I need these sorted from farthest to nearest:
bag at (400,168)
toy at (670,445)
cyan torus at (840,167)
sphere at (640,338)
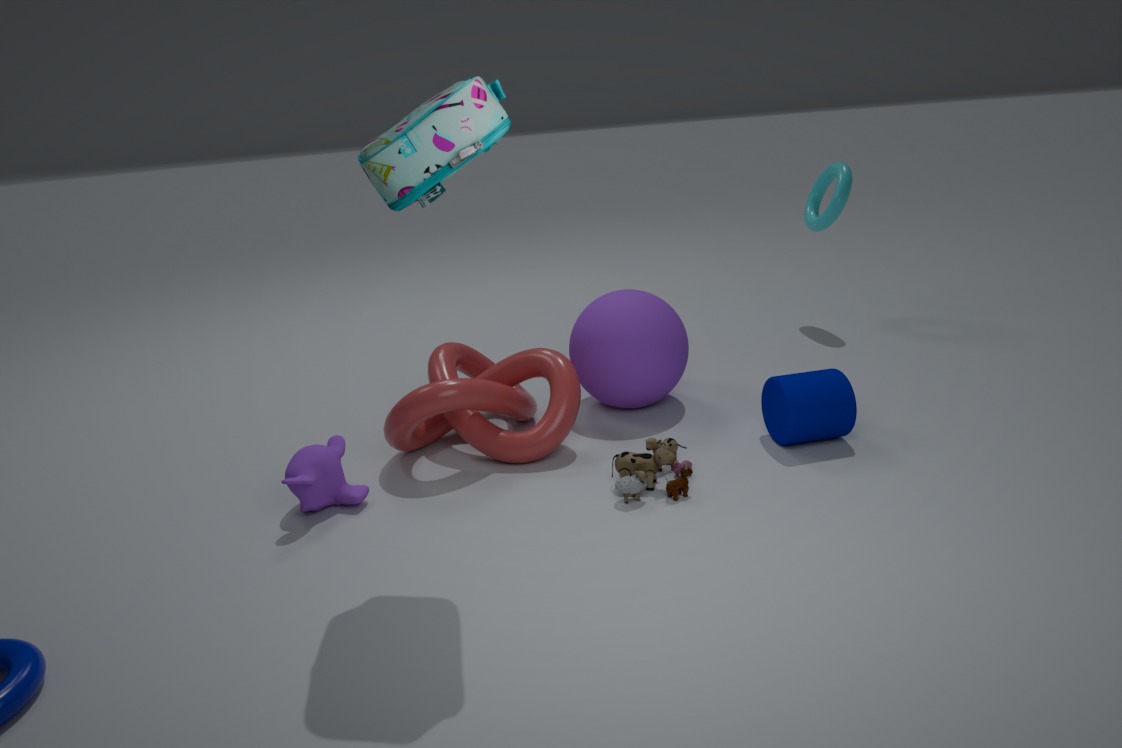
1. cyan torus at (840,167)
2. sphere at (640,338)
3. toy at (670,445)
4. bag at (400,168)
